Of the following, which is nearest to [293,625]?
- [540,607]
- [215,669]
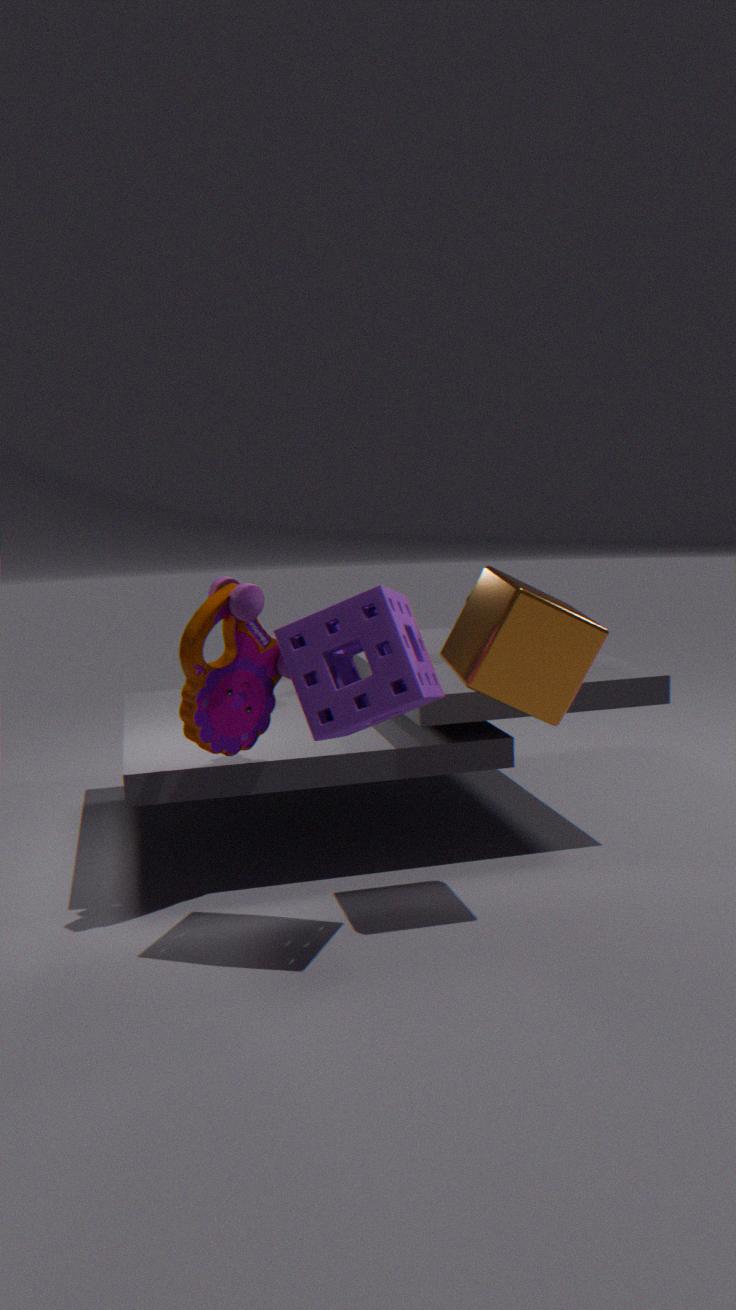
[215,669]
